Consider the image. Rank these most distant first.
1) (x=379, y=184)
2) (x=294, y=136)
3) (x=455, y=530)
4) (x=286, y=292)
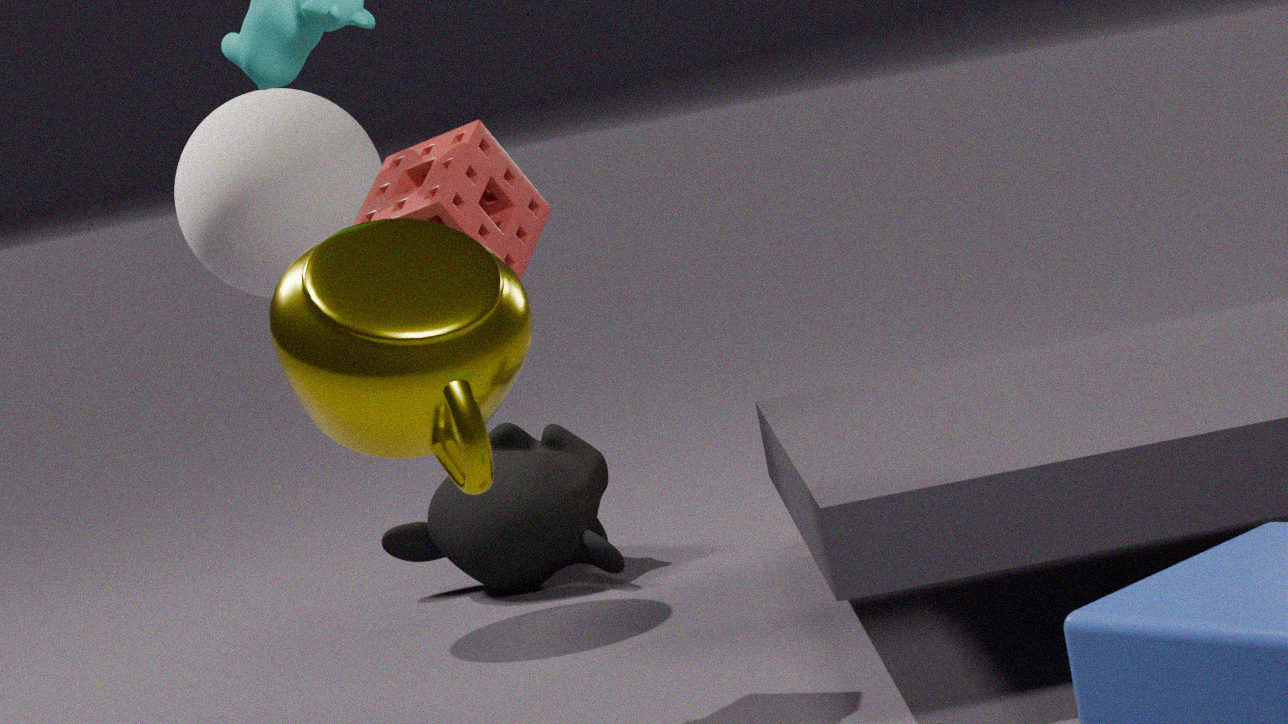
3. (x=455, y=530) → 2. (x=294, y=136) → 1. (x=379, y=184) → 4. (x=286, y=292)
